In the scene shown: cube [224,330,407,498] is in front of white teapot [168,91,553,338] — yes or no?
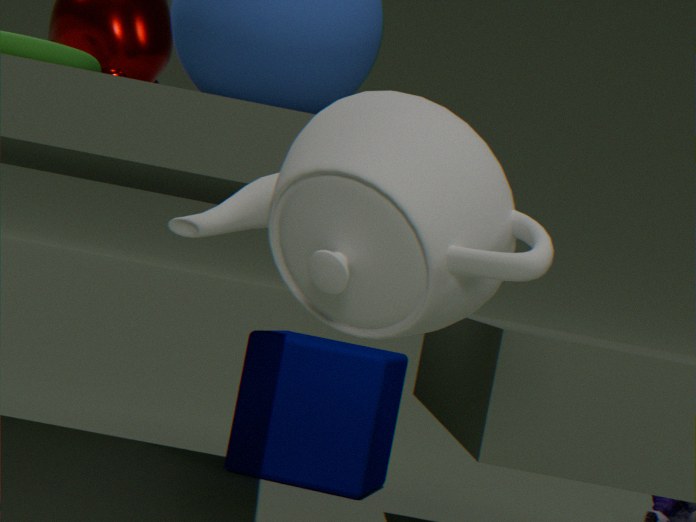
No
